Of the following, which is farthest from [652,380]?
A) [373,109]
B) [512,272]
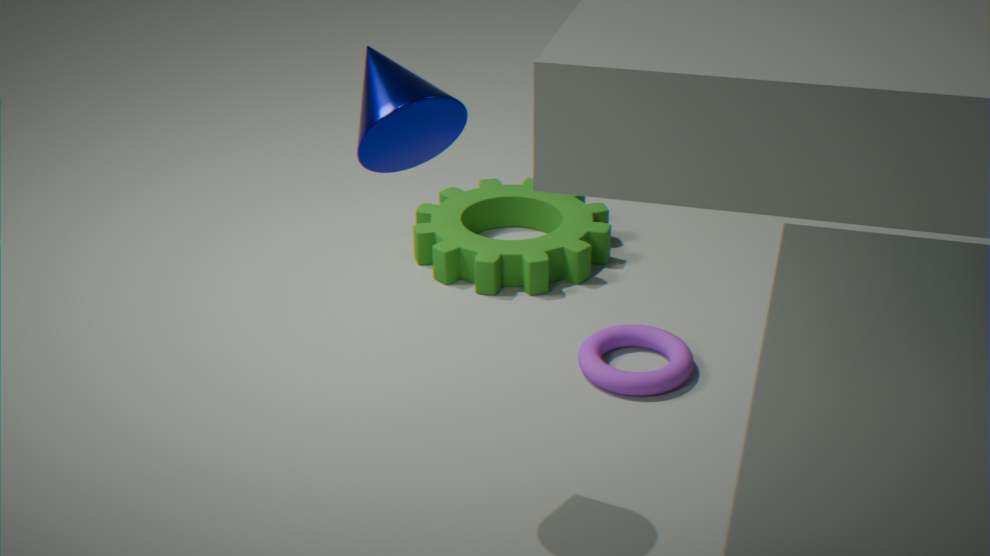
[373,109]
